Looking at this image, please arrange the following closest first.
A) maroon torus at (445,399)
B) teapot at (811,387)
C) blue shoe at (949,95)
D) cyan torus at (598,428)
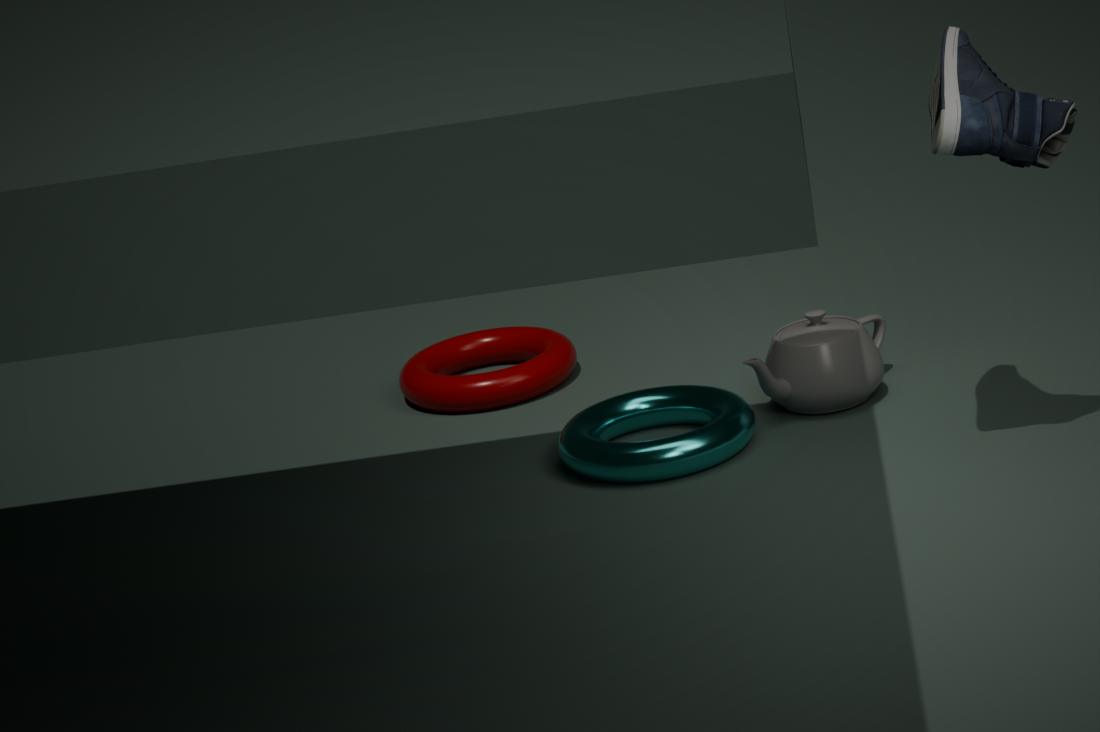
blue shoe at (949,95) → cyan torus at (598,428) → teapot at (811,387) → maroon torus at (445,399)
